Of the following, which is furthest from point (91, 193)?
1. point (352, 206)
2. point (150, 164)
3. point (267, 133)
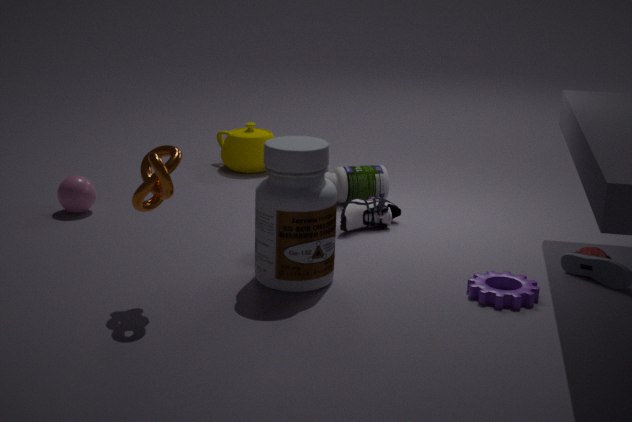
point (352, 206)
